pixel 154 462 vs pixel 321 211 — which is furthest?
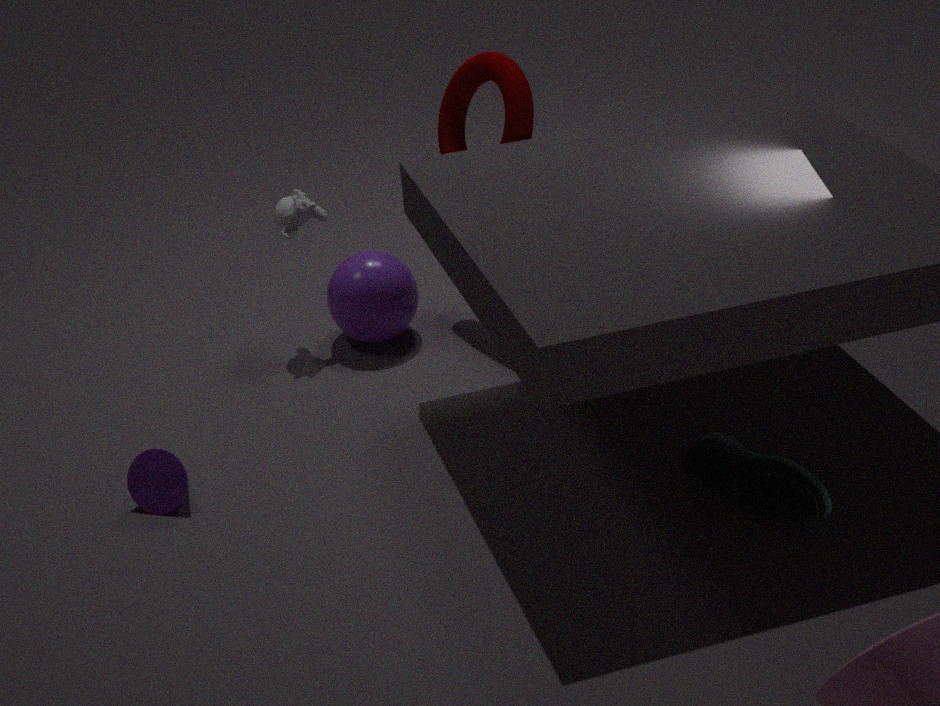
pixel 321 211
